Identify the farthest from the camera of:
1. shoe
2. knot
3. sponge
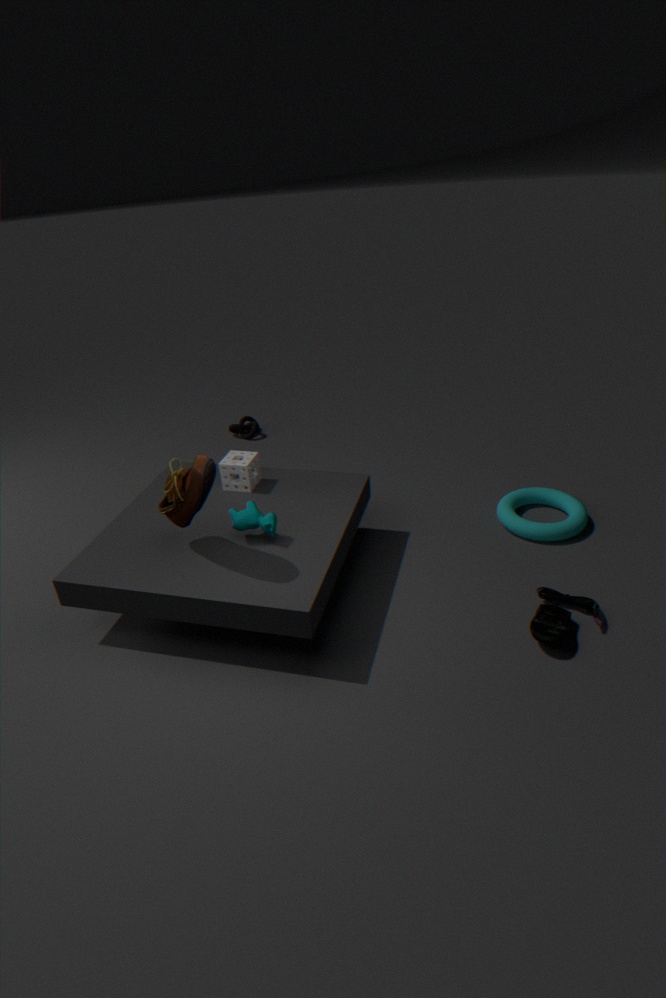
knot
